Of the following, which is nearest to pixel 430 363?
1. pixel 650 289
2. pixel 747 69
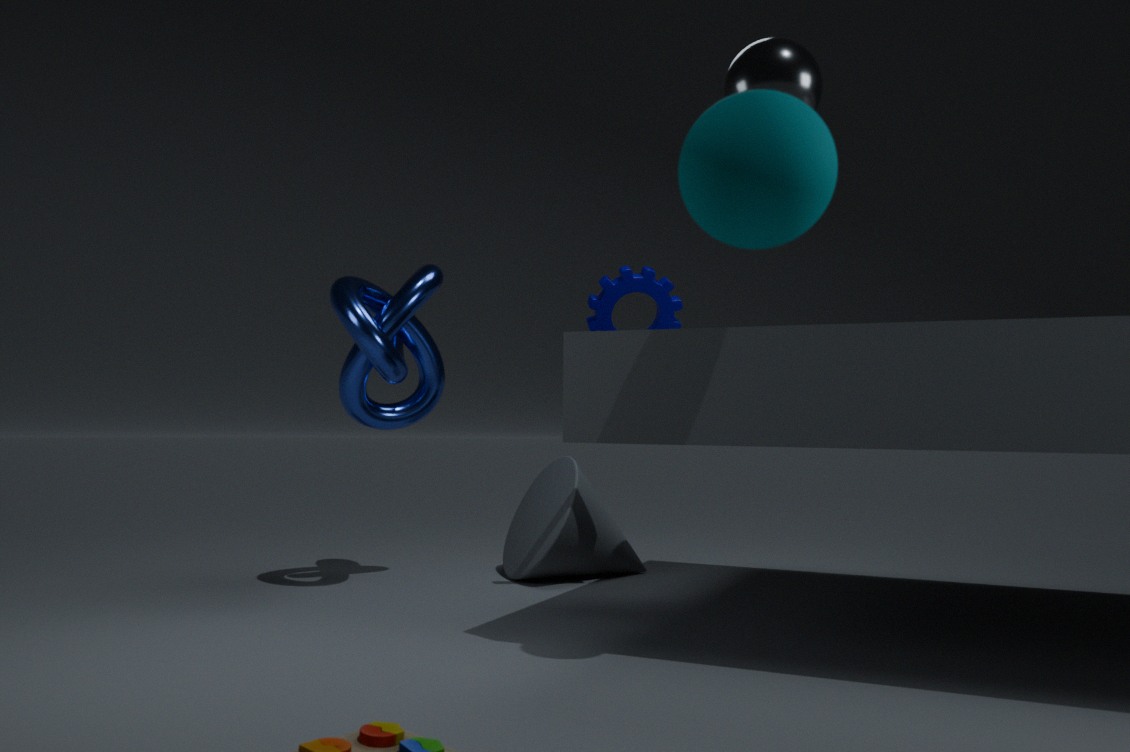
pixel 650 289
